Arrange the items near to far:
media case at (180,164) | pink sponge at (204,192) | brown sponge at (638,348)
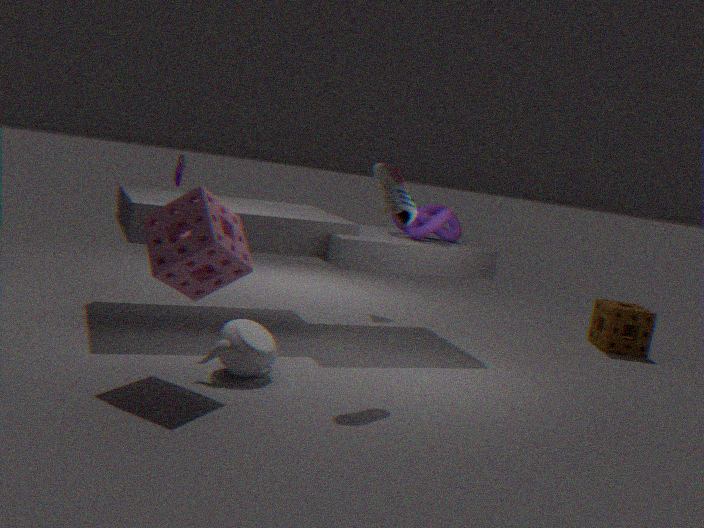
pink sponge at (204,192) < media case at (180,164) < brown sponge at (638,348)
